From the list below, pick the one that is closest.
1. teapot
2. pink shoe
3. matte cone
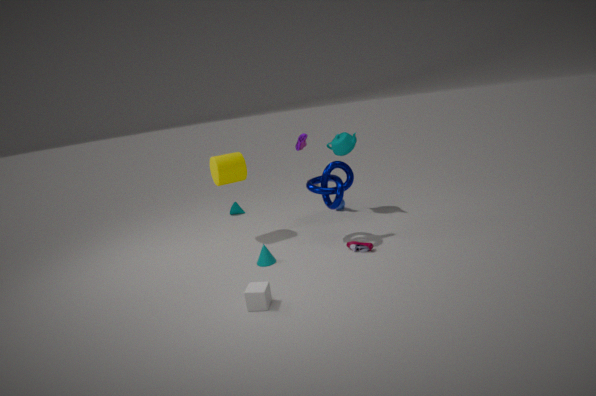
pink shoe
